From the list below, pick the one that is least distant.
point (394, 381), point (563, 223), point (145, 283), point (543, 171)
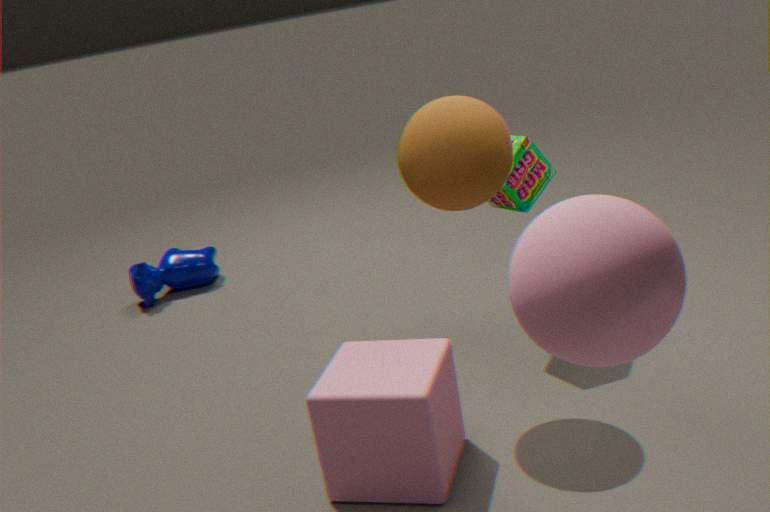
point (563, 223)
